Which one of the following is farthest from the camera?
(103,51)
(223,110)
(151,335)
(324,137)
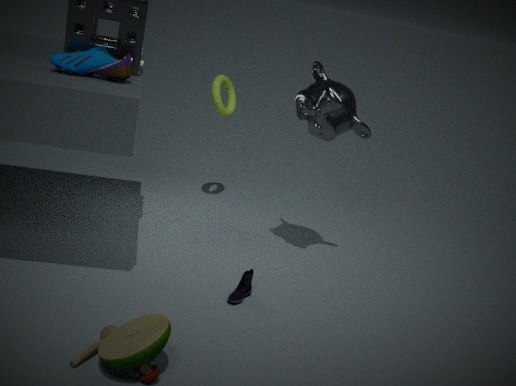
(223,110)
